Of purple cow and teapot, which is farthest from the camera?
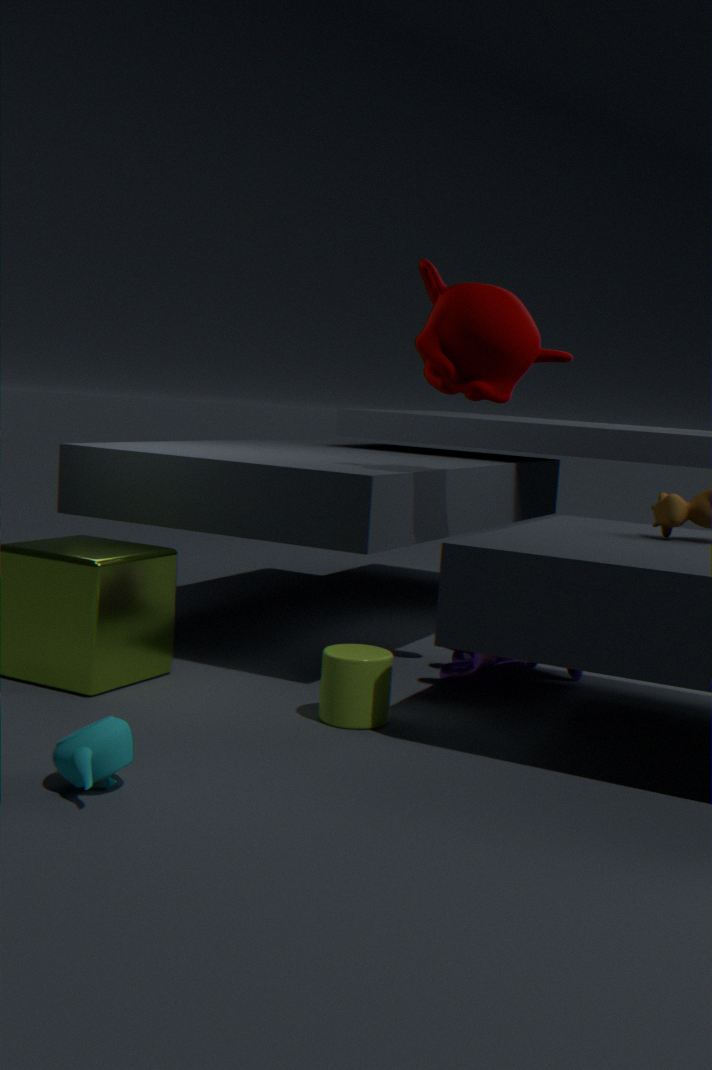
purple cow
